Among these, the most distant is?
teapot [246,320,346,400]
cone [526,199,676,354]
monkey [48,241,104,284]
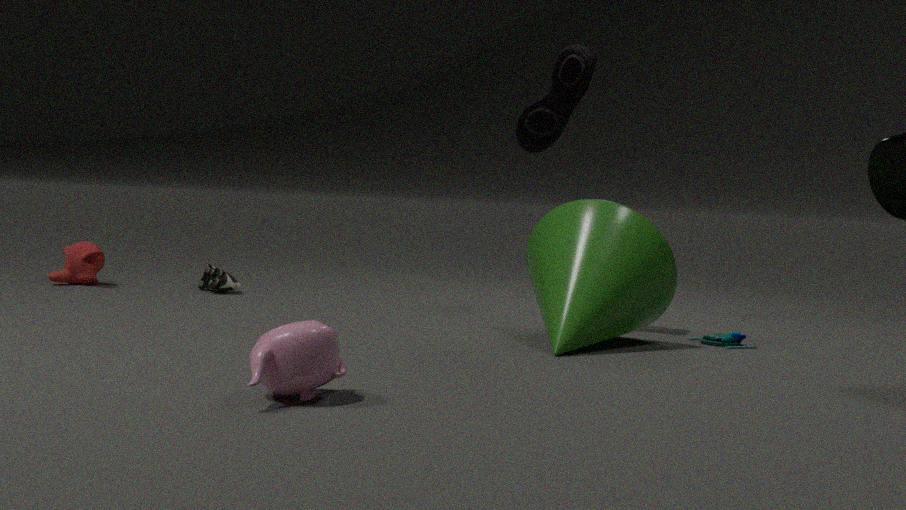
monkey [48,241,104,284]
